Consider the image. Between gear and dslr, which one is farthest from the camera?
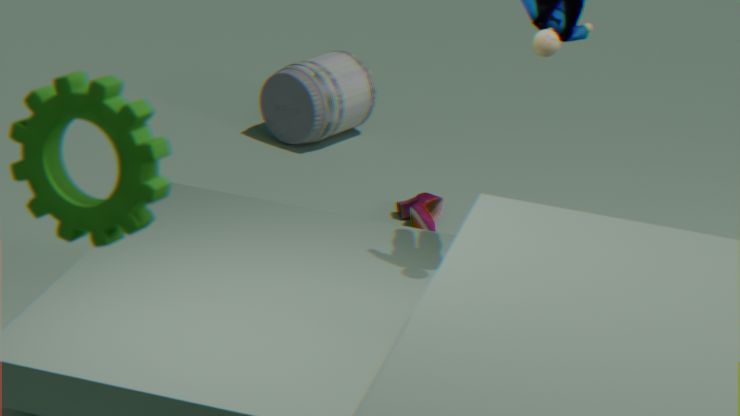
dslr
